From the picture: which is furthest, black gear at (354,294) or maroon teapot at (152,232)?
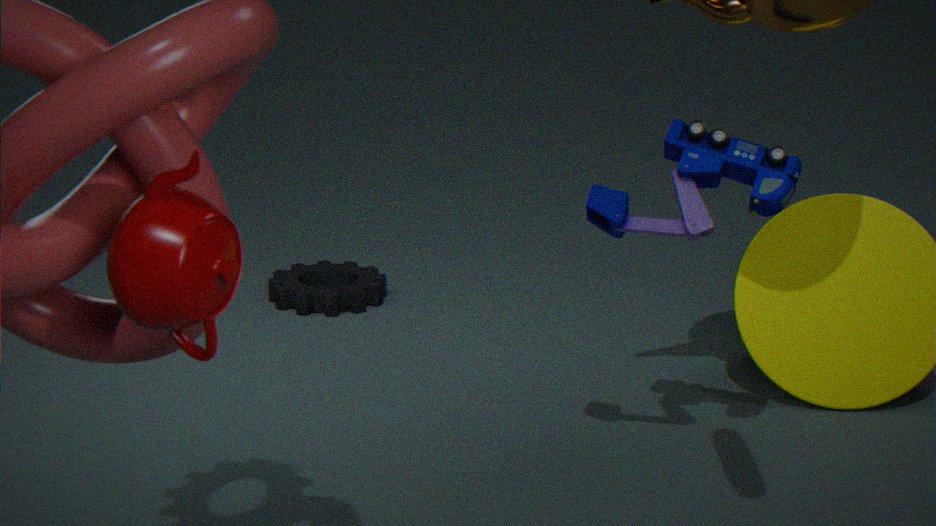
black gear at (354,294)
